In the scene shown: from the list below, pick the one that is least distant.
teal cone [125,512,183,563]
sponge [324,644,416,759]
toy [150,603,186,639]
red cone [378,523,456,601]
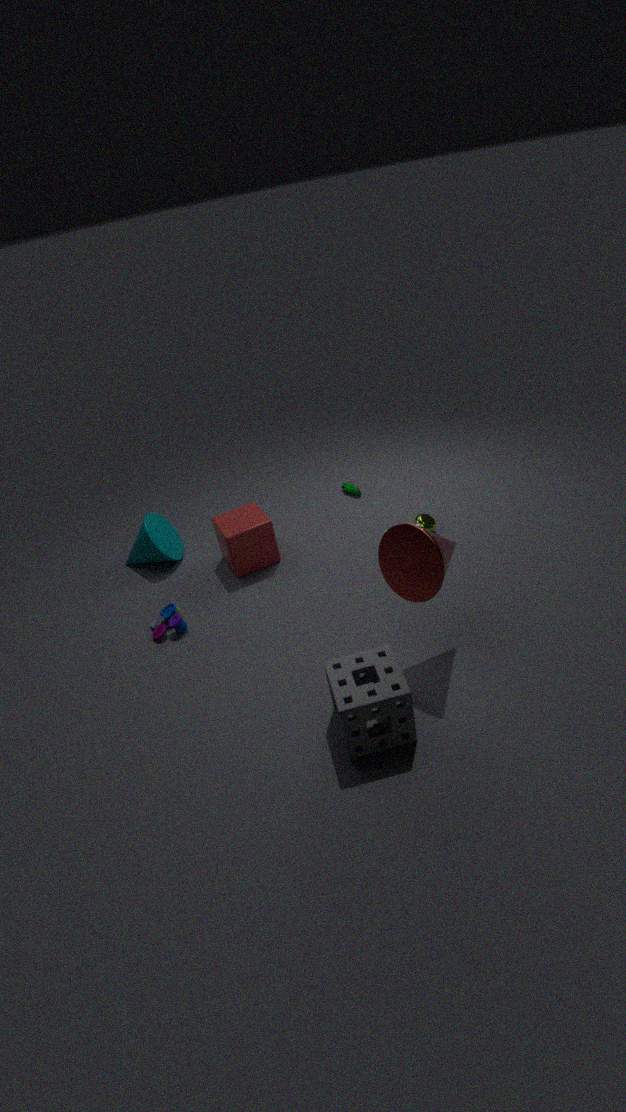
sponge [324,644,416,759]
